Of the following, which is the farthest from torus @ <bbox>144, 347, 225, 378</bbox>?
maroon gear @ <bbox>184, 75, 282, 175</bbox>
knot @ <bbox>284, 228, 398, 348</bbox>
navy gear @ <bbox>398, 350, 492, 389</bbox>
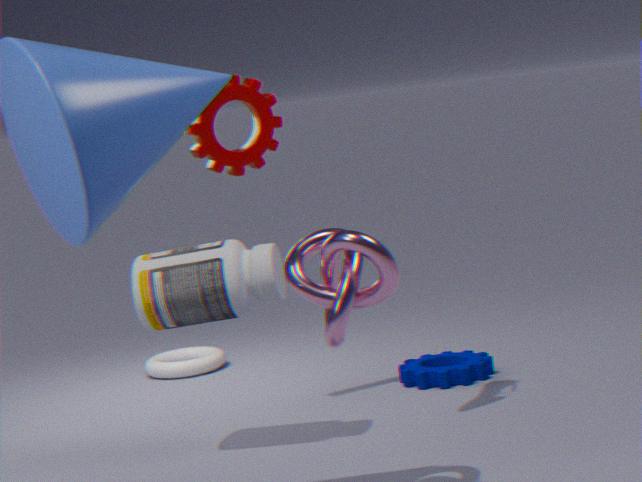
knot @ <bbox>284, 228, 398, 348</bbox>
